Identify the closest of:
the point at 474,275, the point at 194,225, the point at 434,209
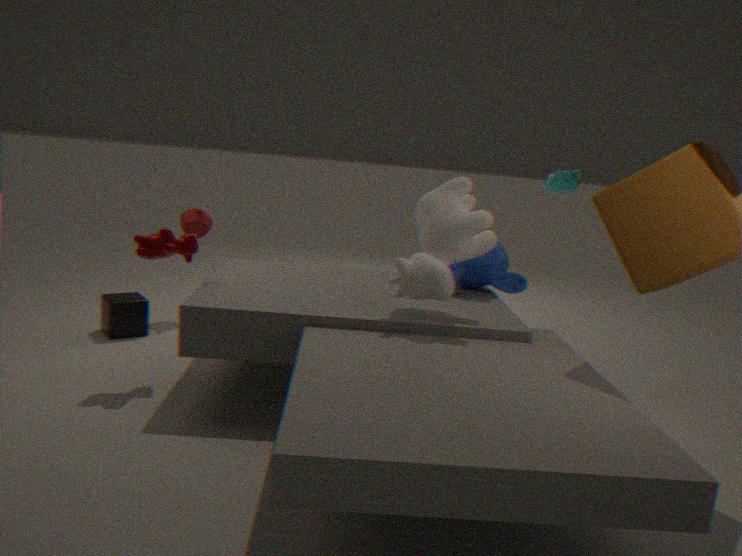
the point at 434,209
